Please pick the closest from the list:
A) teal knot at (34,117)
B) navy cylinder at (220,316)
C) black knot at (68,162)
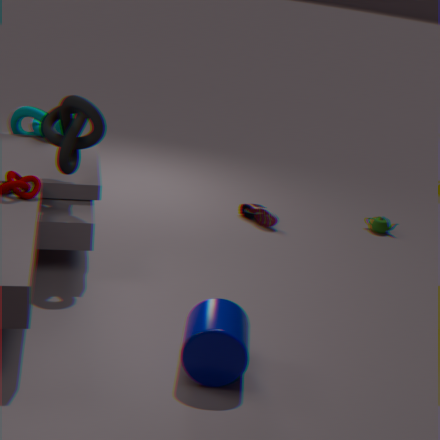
navy cylinder at (220,316)
